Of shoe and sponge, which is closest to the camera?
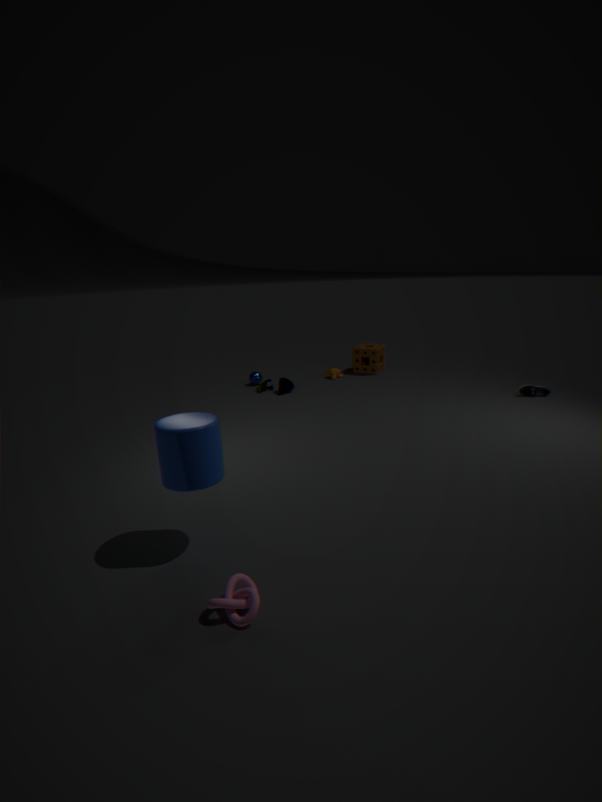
shoe
